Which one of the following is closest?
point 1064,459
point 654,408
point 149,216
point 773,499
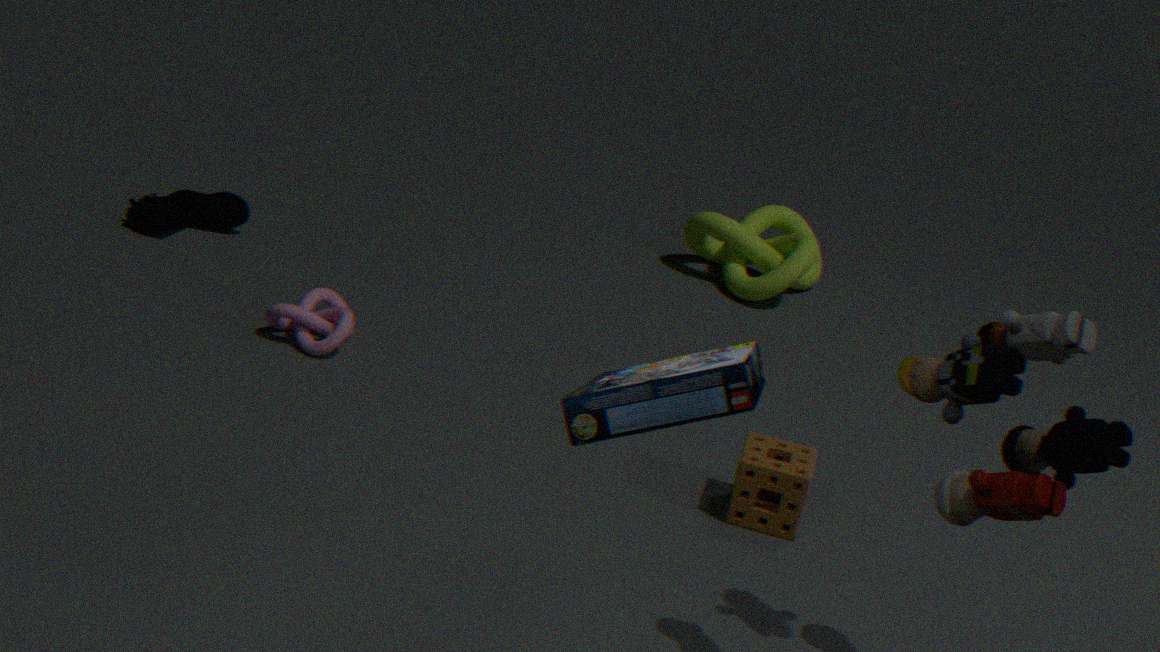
point 654,408
